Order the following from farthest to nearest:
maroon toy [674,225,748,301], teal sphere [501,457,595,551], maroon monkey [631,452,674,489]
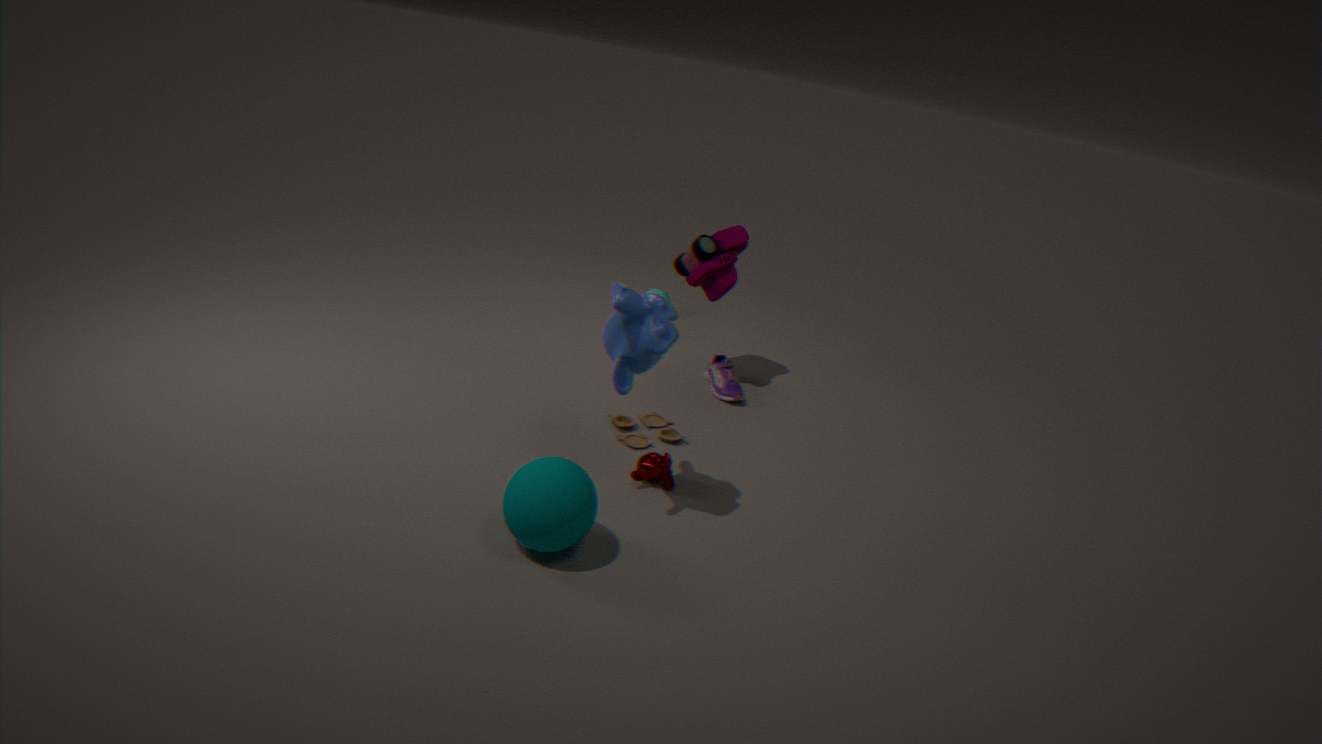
maroon toy [674,225,748,301], maroon monkey [631,452,674,489], teal sphere [501,457,595,551]
